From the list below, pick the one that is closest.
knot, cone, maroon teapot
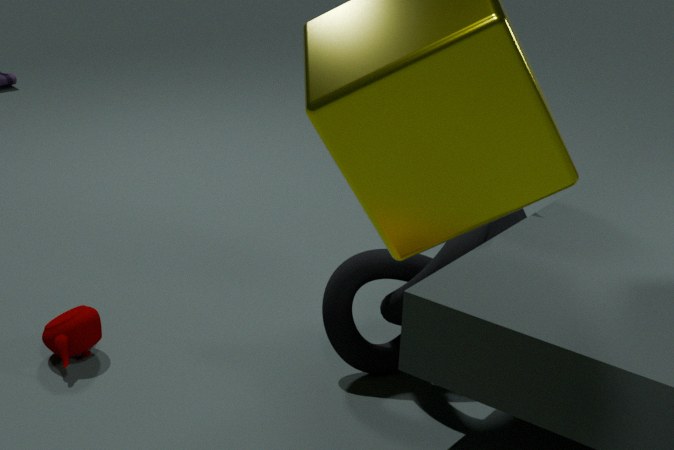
knot
